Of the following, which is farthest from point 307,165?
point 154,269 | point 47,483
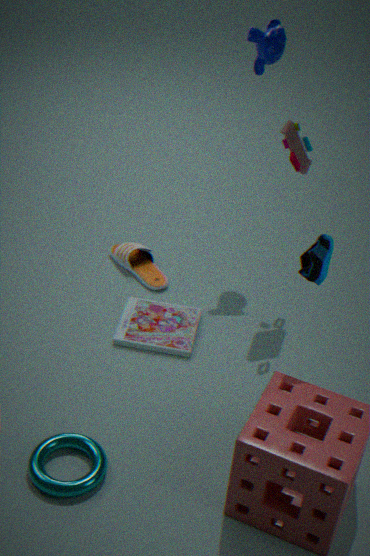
point 47,483
